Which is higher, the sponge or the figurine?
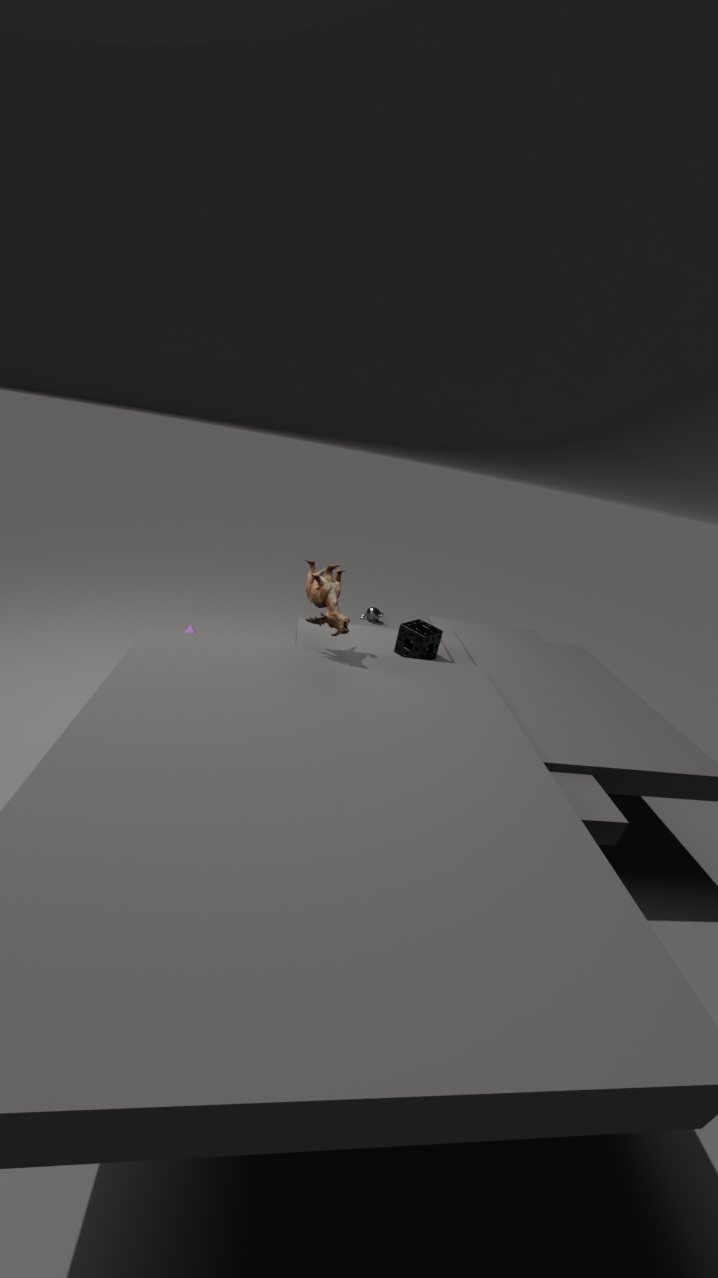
the figurine
